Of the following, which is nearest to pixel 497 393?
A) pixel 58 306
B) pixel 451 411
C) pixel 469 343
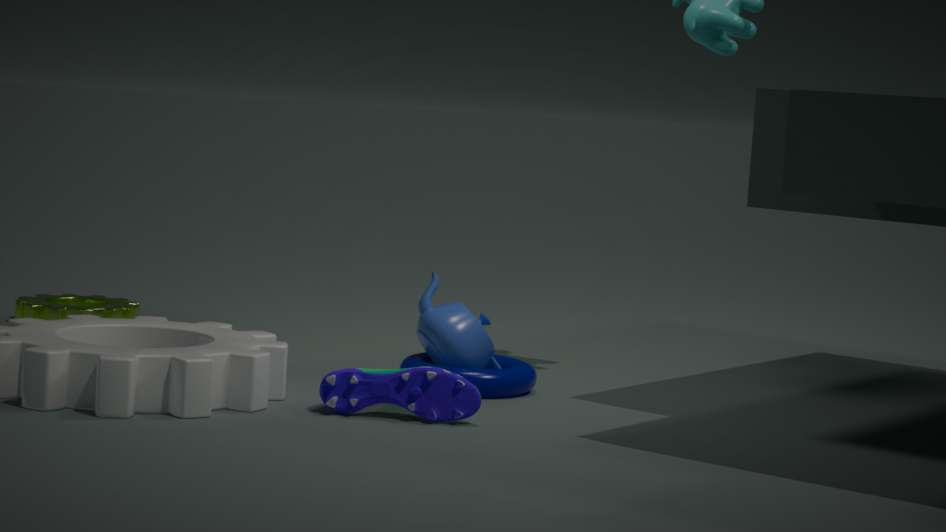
pixel 469 343
